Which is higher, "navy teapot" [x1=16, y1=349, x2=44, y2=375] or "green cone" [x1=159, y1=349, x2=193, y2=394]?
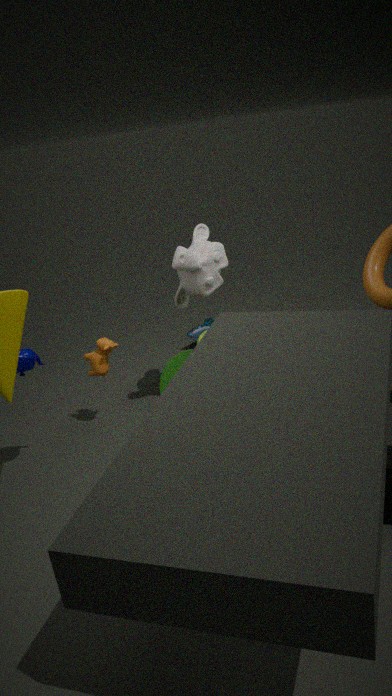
"navy teapot" [x1=16, y1=349, x2=44, y2=375]
